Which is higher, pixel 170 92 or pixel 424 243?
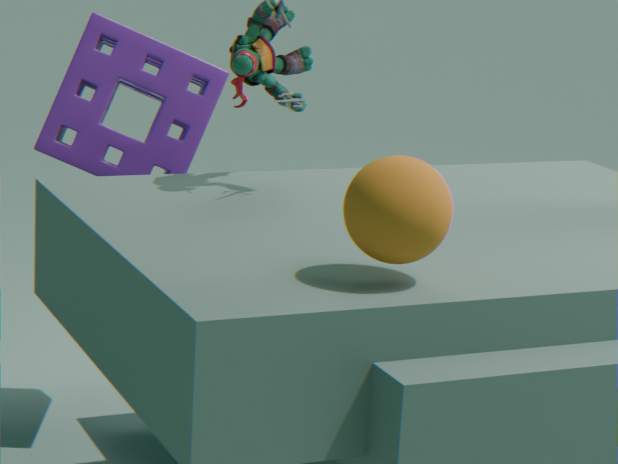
pixel 424 243
